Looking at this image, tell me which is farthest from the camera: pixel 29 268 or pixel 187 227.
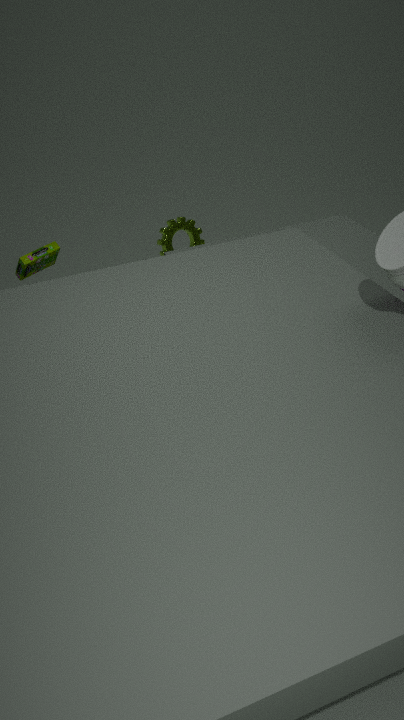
pixel 187 227
